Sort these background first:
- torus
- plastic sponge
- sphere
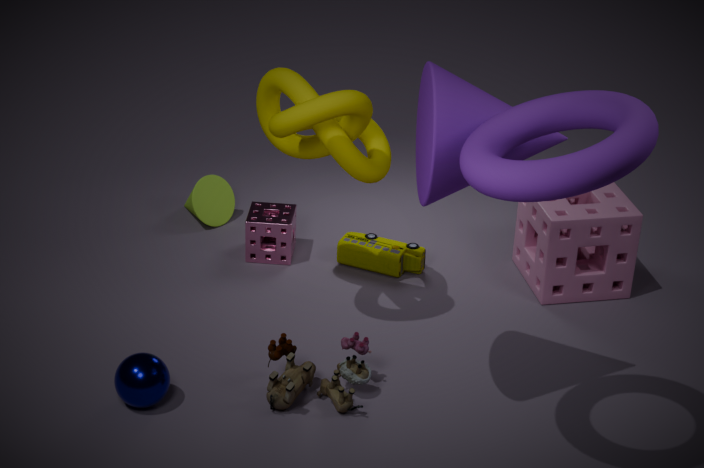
plastic sponge → sphere → torus
